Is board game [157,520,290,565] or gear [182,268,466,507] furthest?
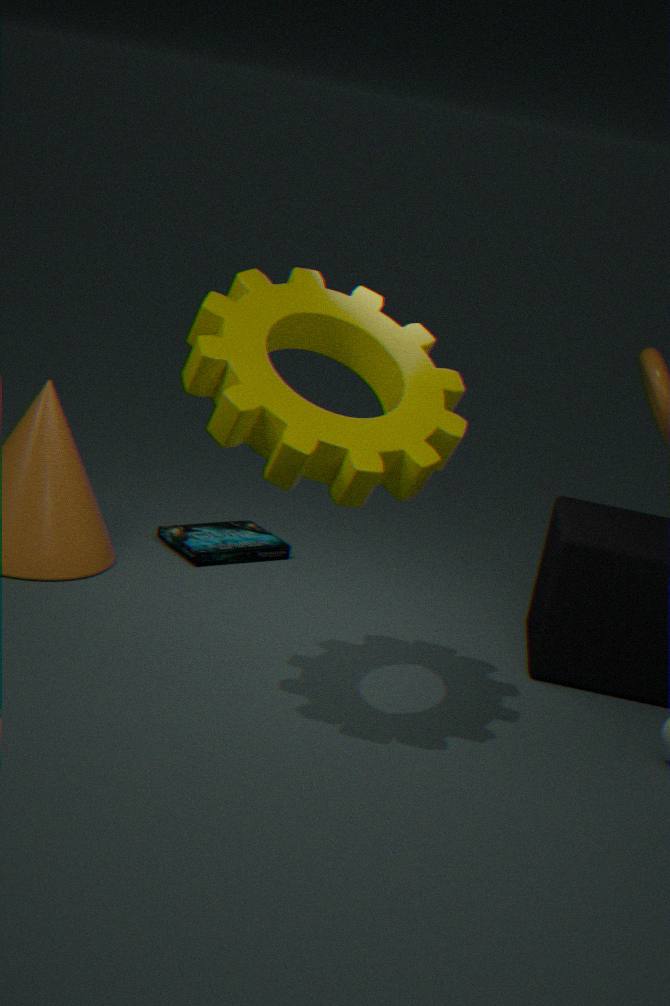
board game [157,520,290,565]
